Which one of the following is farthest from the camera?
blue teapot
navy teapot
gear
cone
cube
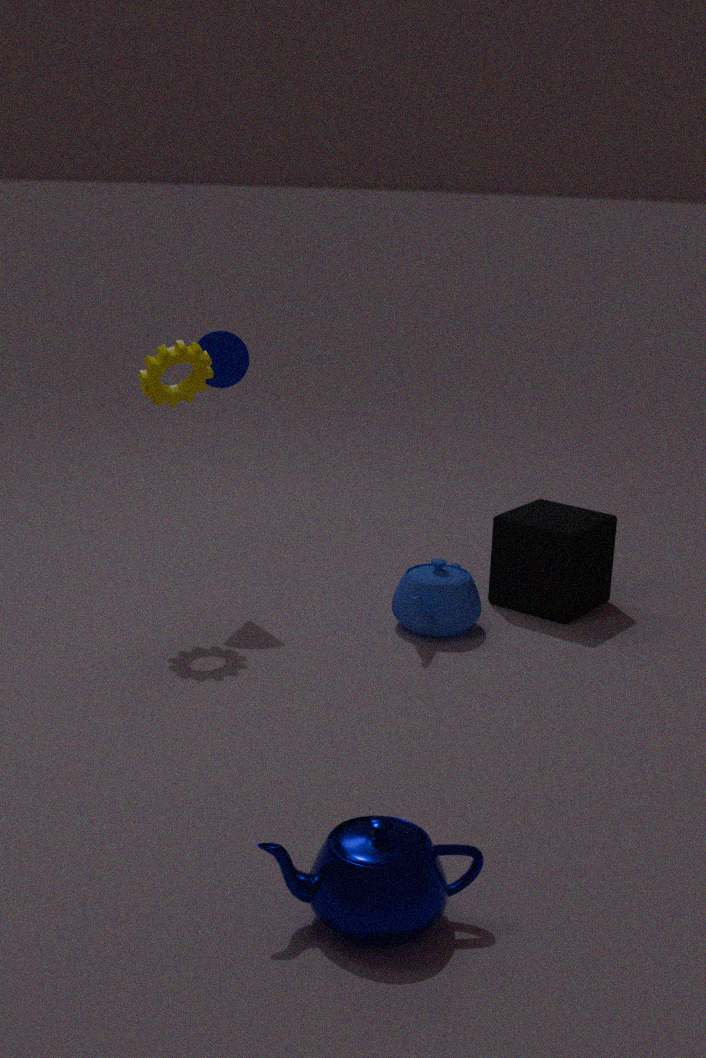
cone
